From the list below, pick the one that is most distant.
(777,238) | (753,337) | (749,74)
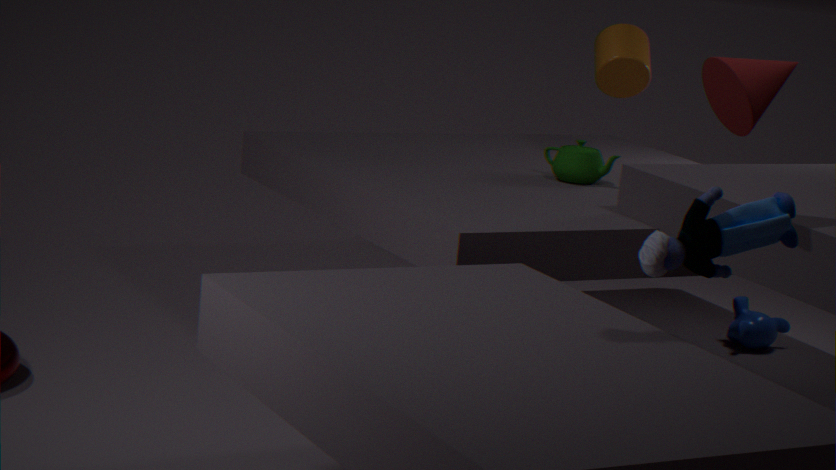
(753,337)
